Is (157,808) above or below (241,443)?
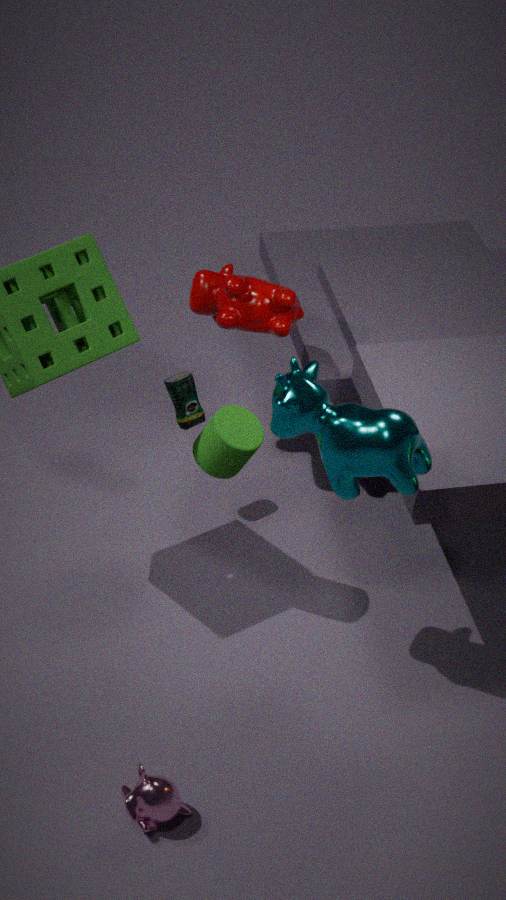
below
